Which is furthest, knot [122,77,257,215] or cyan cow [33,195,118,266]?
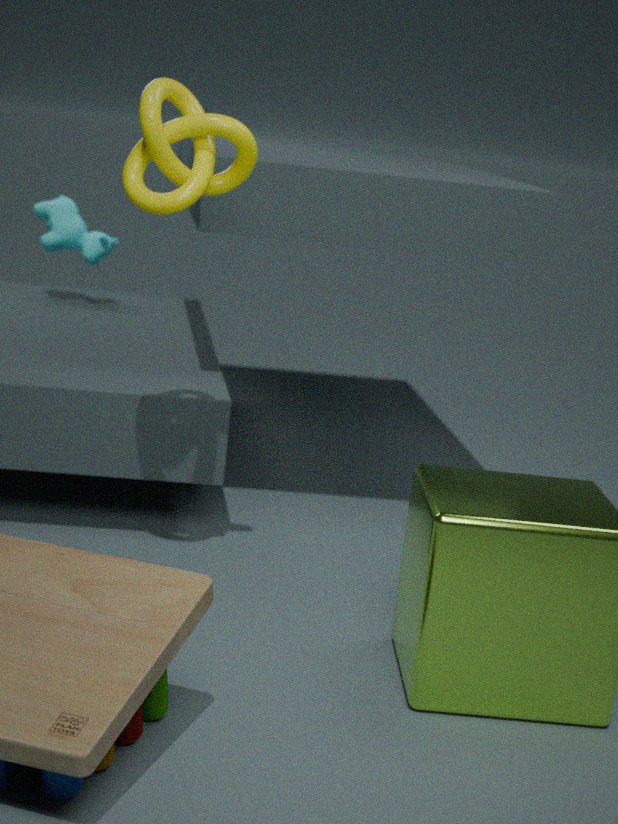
cyan cow [33,195,118,266]
